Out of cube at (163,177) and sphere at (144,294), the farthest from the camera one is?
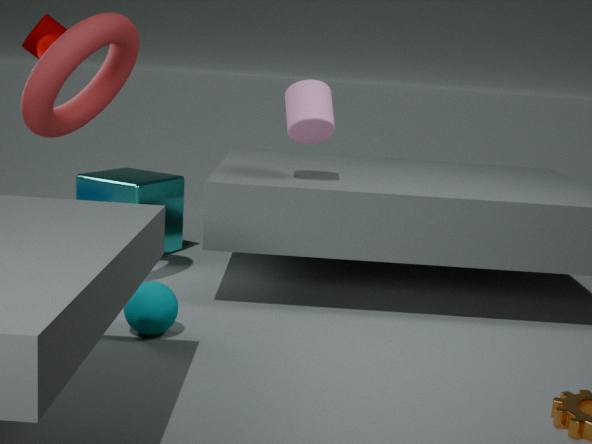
cube at (163,177)
